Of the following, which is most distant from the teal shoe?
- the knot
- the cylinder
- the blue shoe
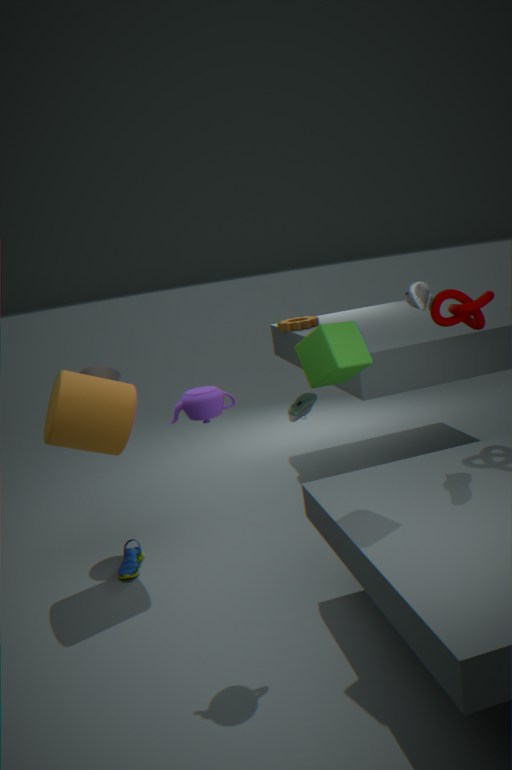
the knot
